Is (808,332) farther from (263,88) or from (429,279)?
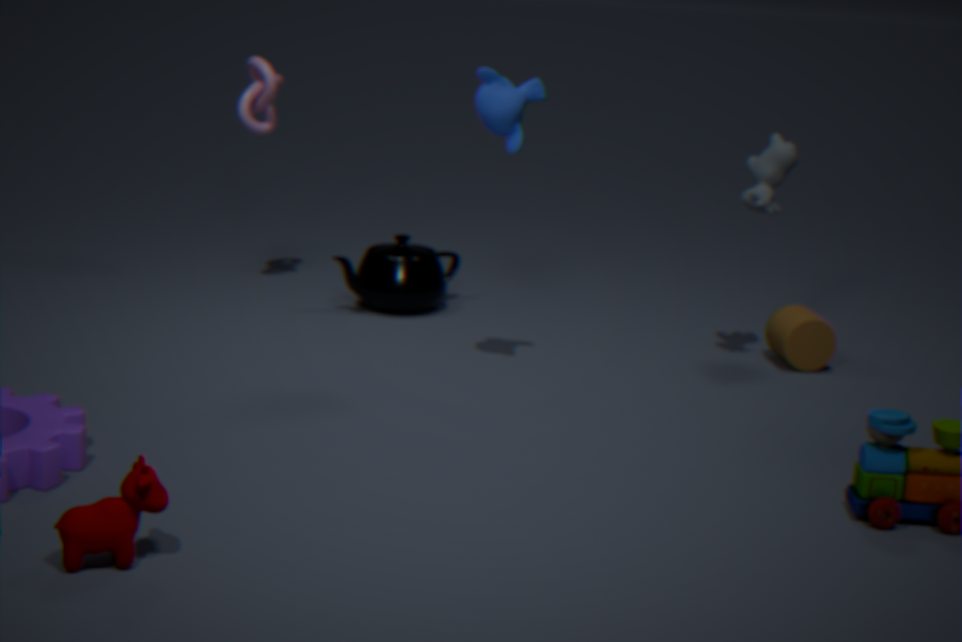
(263,88)
